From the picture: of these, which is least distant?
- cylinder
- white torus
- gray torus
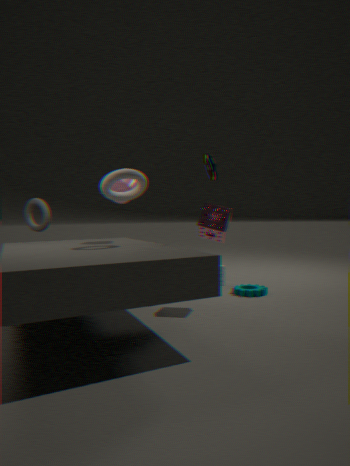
white torus
